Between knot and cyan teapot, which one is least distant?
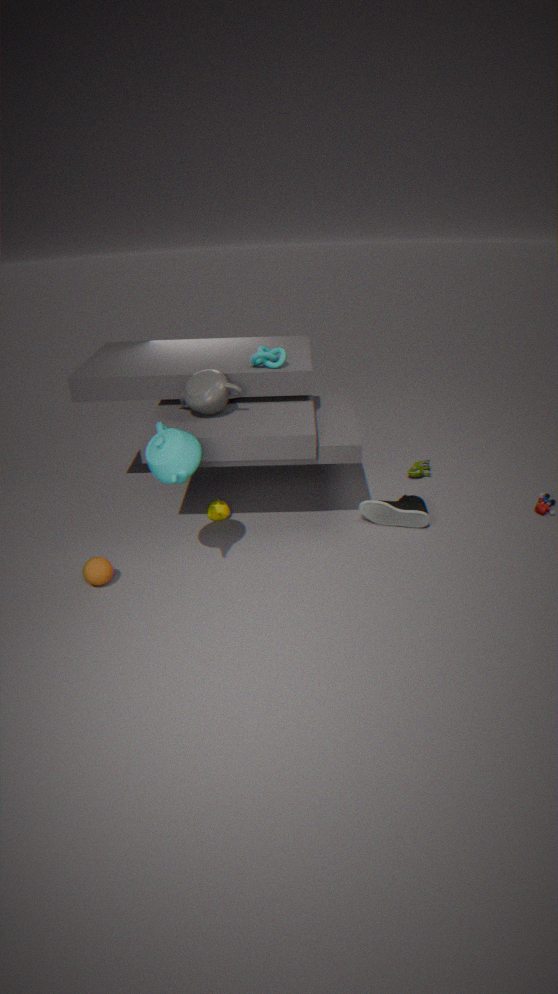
cyan teapot
